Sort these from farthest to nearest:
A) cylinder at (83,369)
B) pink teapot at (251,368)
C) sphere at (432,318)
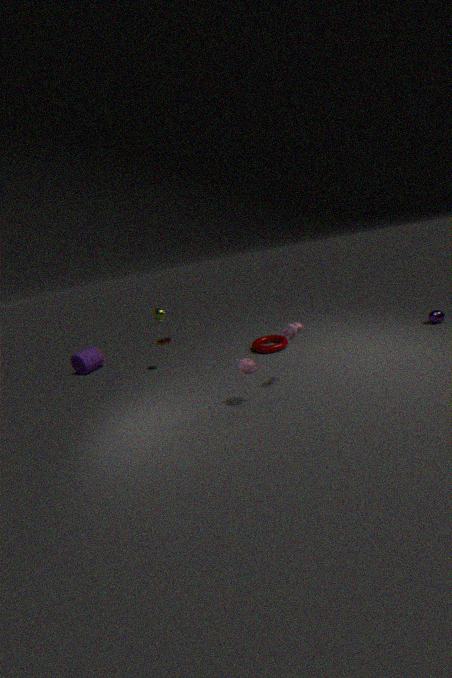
cylinder at (83,369)
sphere at (432,318)
pink teapot at (251,368)
